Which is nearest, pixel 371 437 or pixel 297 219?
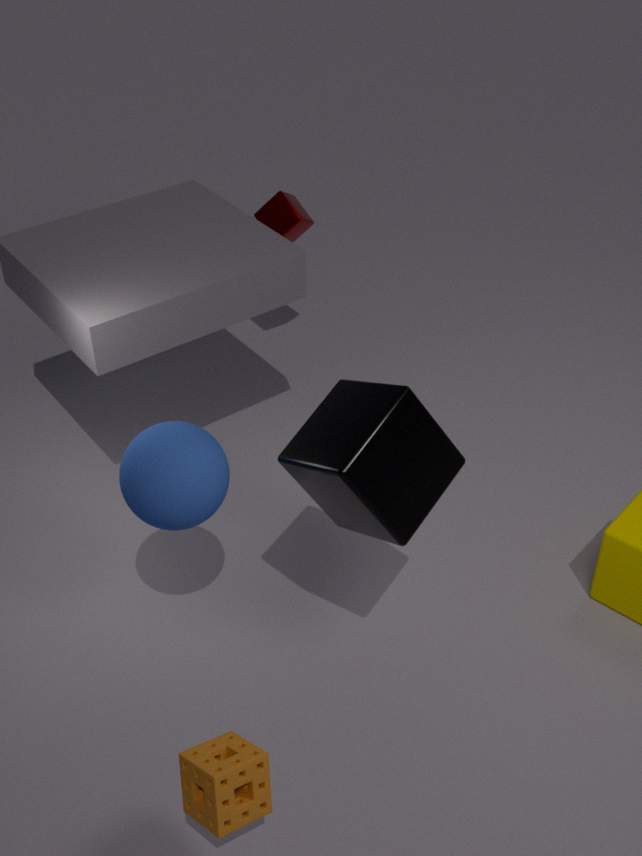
pixel 371 437
